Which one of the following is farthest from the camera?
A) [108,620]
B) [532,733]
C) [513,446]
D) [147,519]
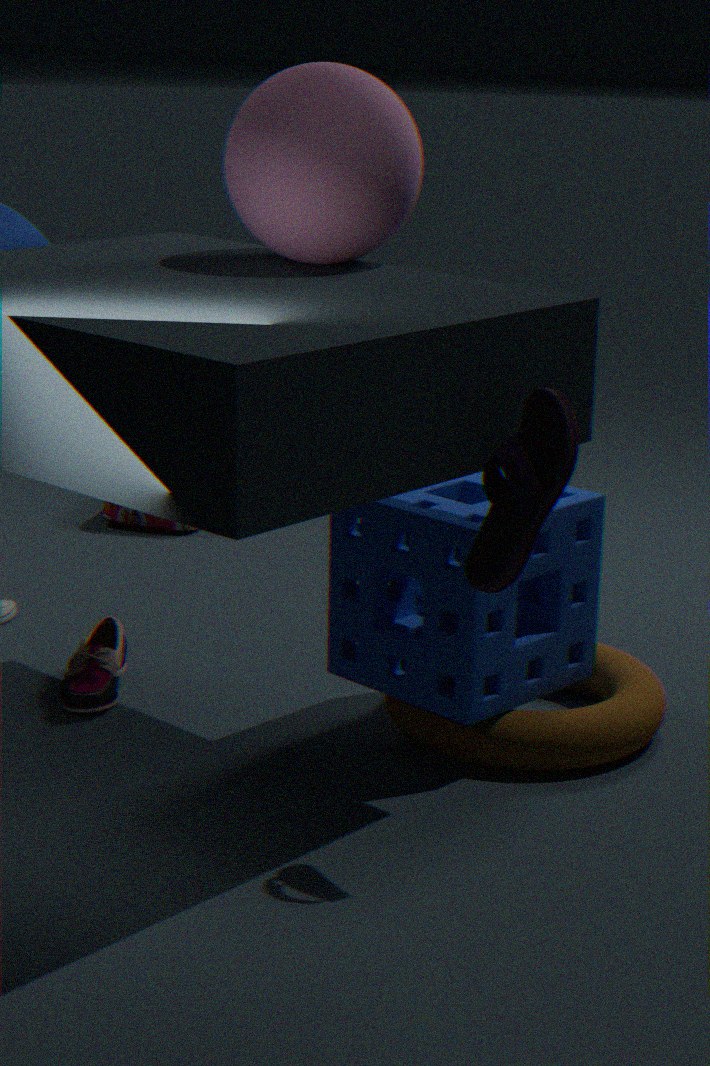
[147,519]
